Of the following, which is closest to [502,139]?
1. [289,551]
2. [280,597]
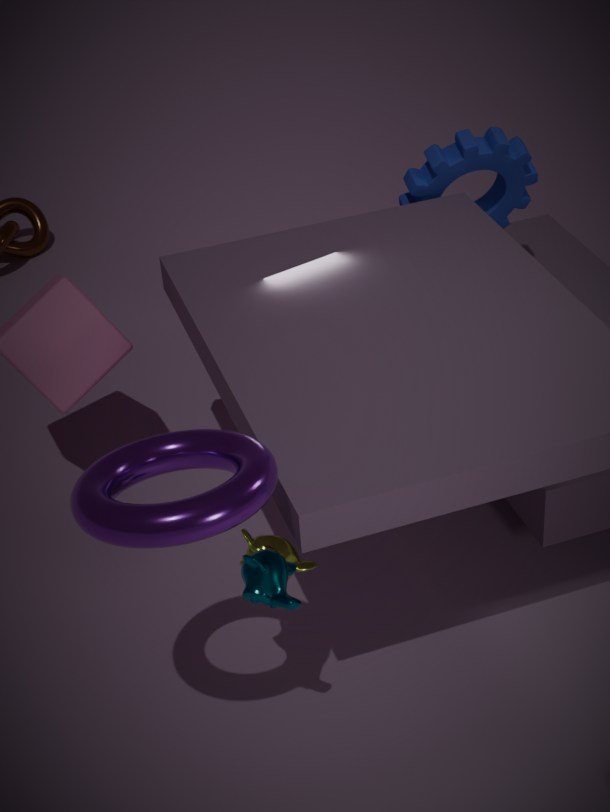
[289,551]
